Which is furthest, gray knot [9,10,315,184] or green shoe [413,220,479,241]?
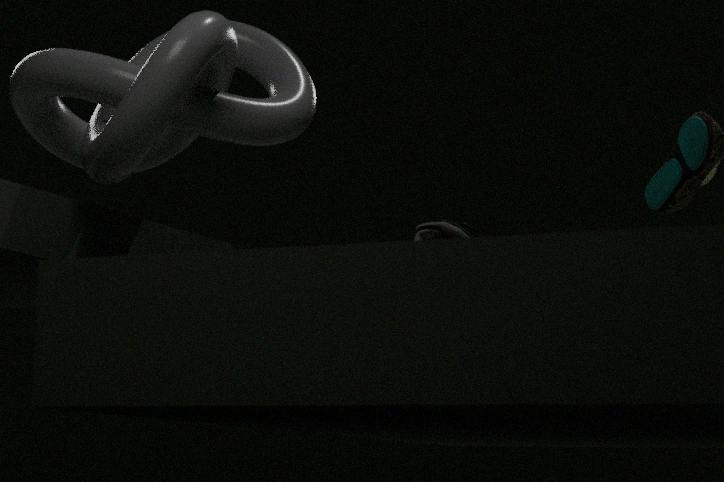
green shoe [413,220,479,241]
